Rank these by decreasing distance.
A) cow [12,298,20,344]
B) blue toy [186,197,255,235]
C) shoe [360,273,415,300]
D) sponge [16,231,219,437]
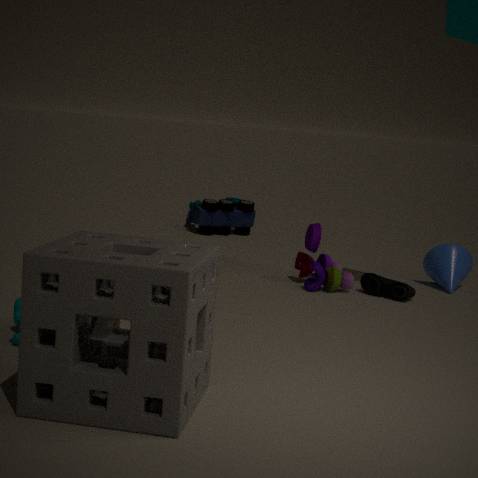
blue toy [186,197,255,235]
shoe [360,273,415,300]
cow [12,298,20,344]
sponge [16,231,219,437]
